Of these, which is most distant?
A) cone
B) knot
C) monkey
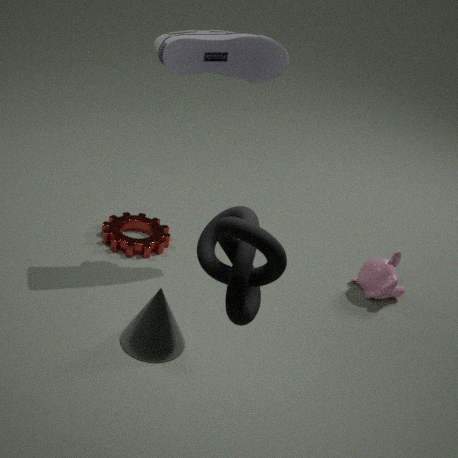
monkey
